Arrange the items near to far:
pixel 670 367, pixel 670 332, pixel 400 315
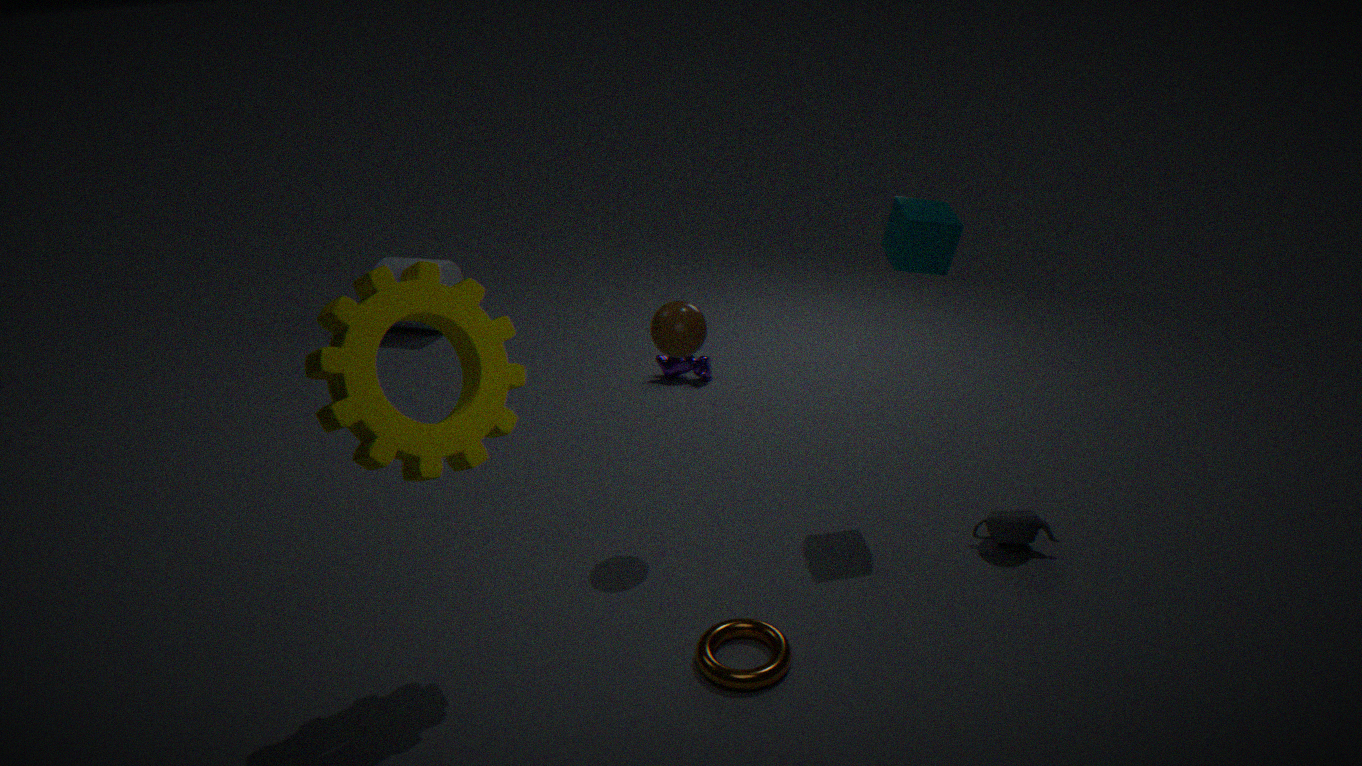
pixel 400 315 → pixel 670 332 → pixel 670 367
